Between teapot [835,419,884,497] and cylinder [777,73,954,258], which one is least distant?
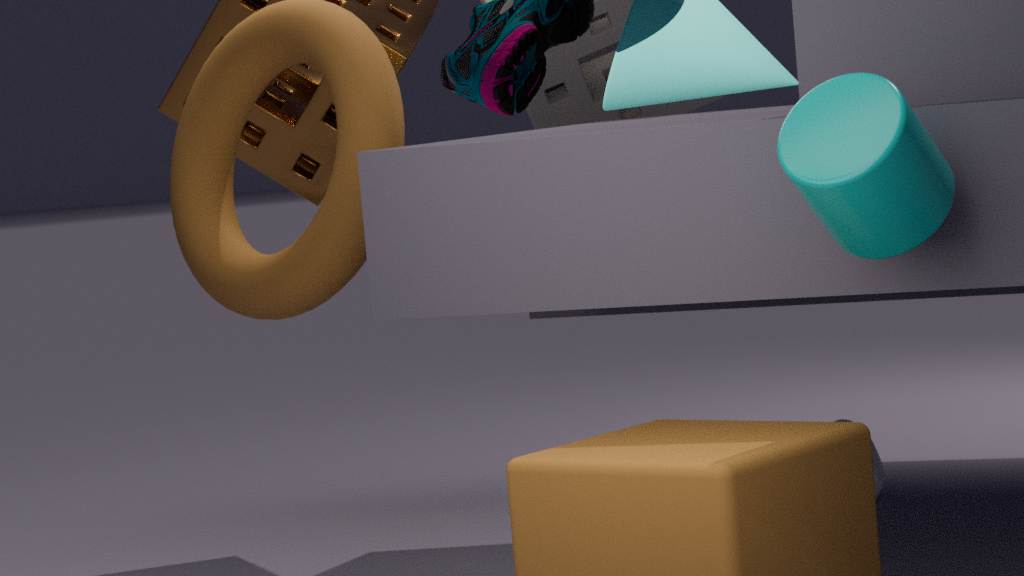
cylinder [777,73,954,258]
